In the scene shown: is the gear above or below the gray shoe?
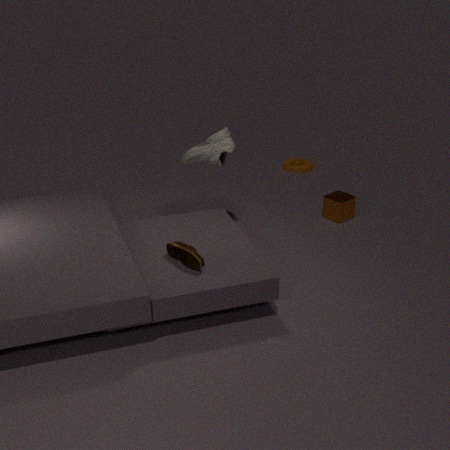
below
